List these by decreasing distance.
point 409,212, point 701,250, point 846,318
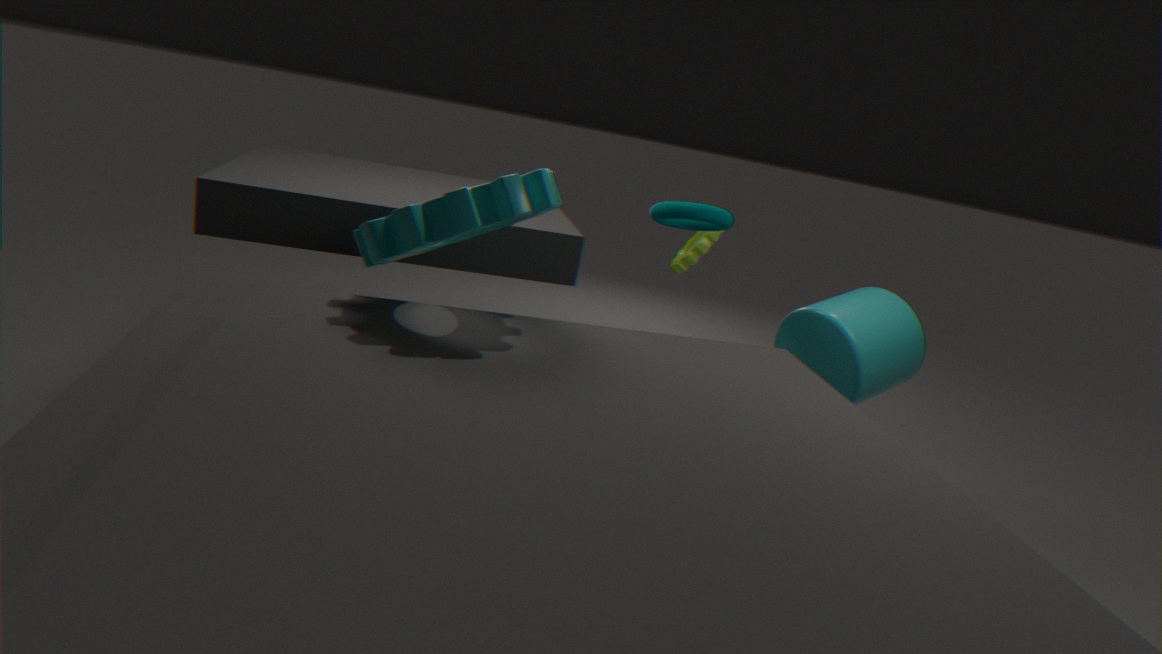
point 701,250 < point 846,318 < point 409,212
